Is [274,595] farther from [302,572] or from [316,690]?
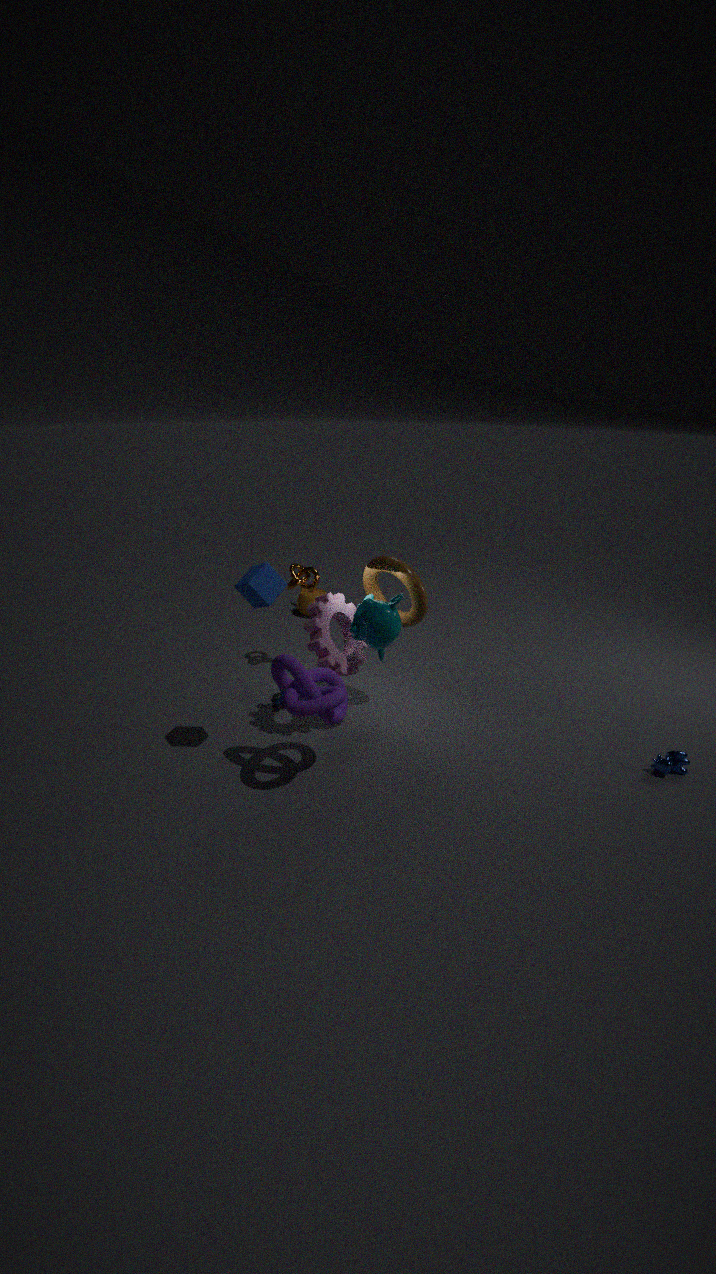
[302,572]
